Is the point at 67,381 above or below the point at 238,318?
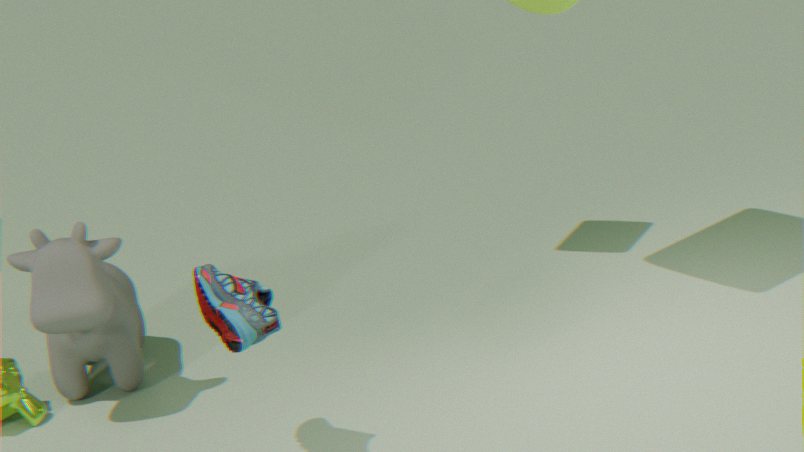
below
